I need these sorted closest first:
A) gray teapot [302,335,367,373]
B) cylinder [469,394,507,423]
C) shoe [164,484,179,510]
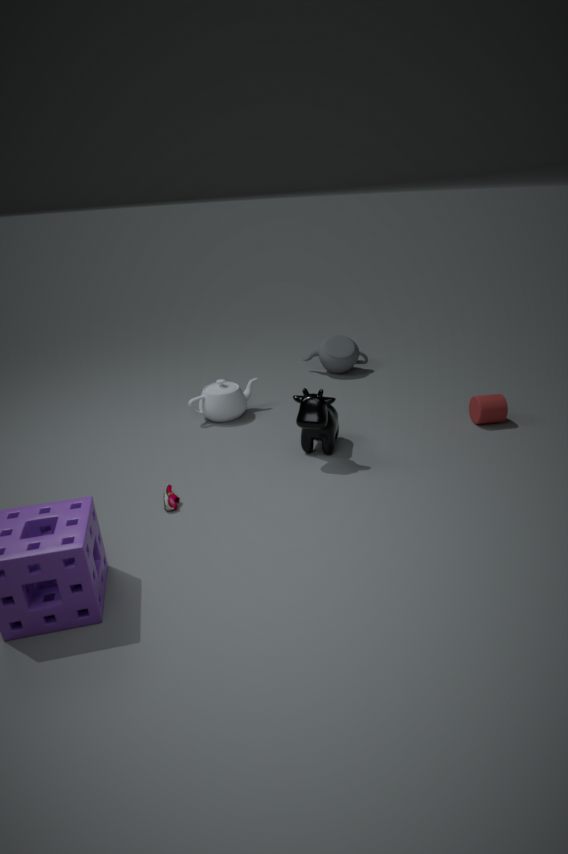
shoe [164,484,179,510]
cylinder [469,394,507,423]
gray teapot [302,335,367,373]
